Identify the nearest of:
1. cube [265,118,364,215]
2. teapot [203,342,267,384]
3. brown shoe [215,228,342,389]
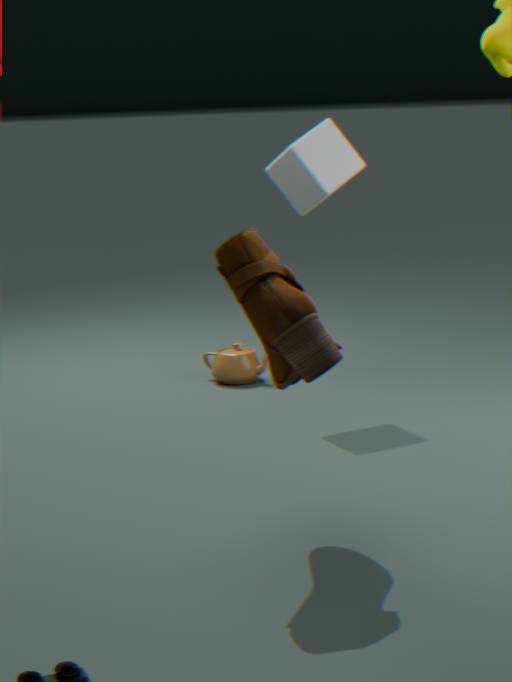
brown shoe [215,228,342,389]
